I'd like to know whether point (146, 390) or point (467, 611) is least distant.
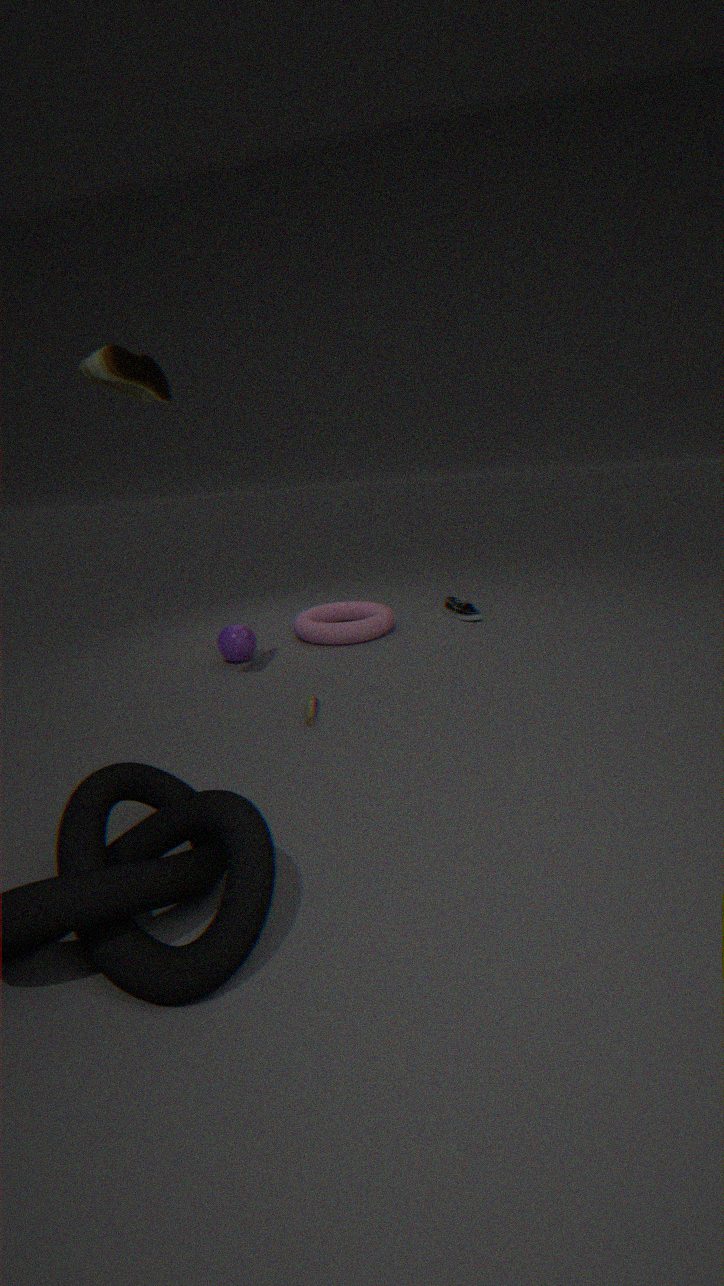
point (146, 390)
